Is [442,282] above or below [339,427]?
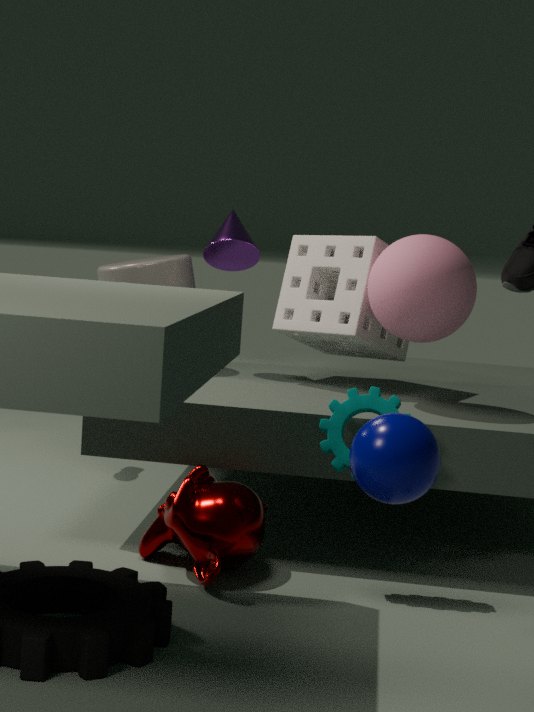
above
